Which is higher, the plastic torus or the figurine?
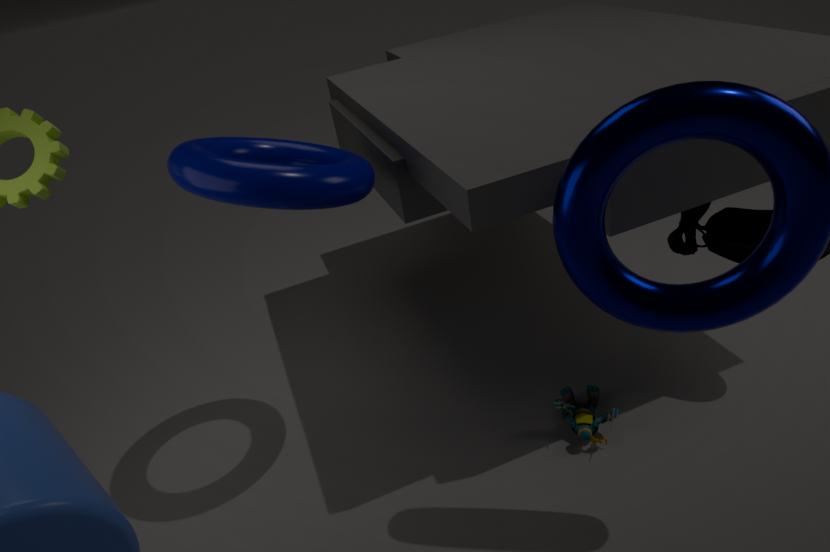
the plastic torus
